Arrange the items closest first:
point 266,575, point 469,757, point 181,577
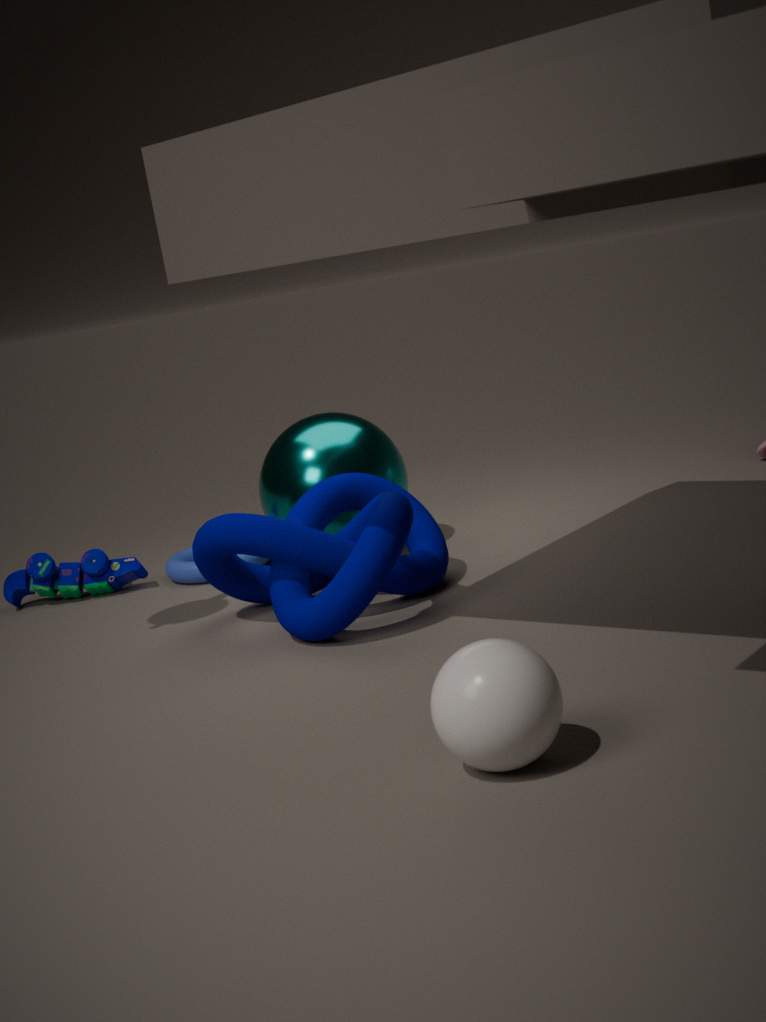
point 469,757 → point 266,575 → point 181,577
